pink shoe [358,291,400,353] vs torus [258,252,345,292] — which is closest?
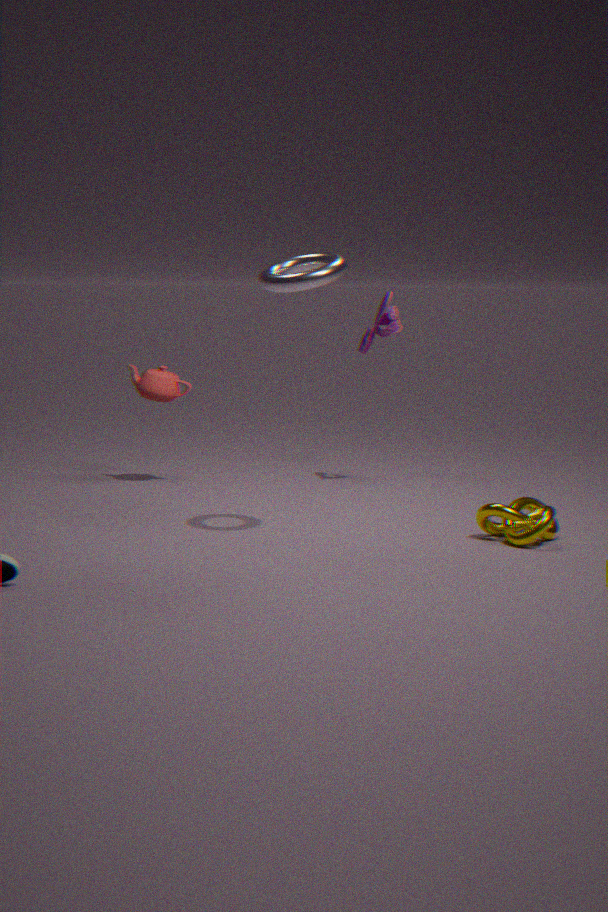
torus [258,252,345,292]
